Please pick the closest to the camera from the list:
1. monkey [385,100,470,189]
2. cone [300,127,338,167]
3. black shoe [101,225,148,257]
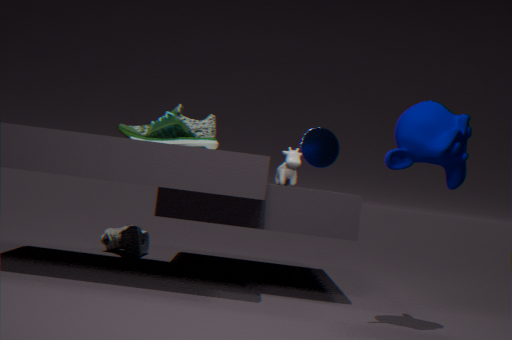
monkey [385,100,470,189]
